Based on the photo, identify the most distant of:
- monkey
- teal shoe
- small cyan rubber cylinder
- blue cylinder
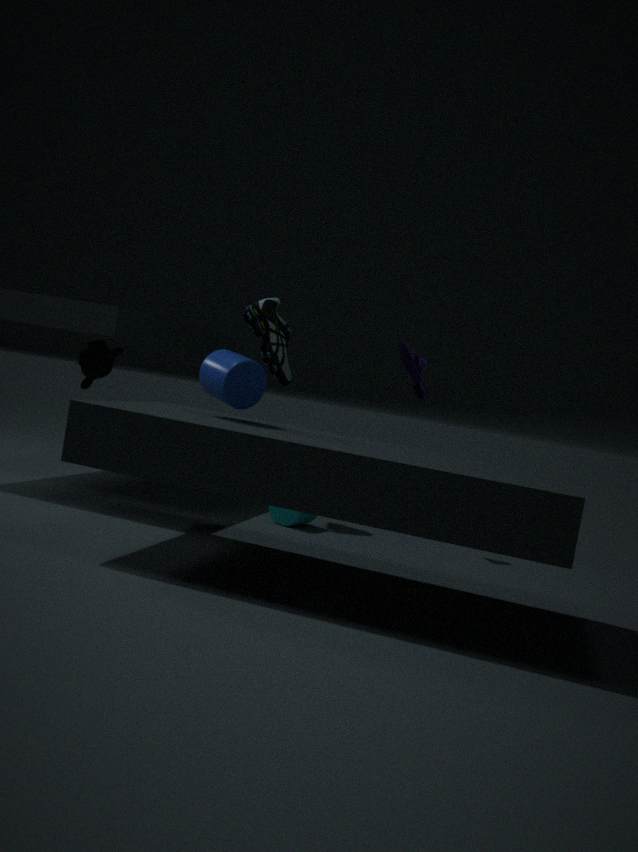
teal shoe
